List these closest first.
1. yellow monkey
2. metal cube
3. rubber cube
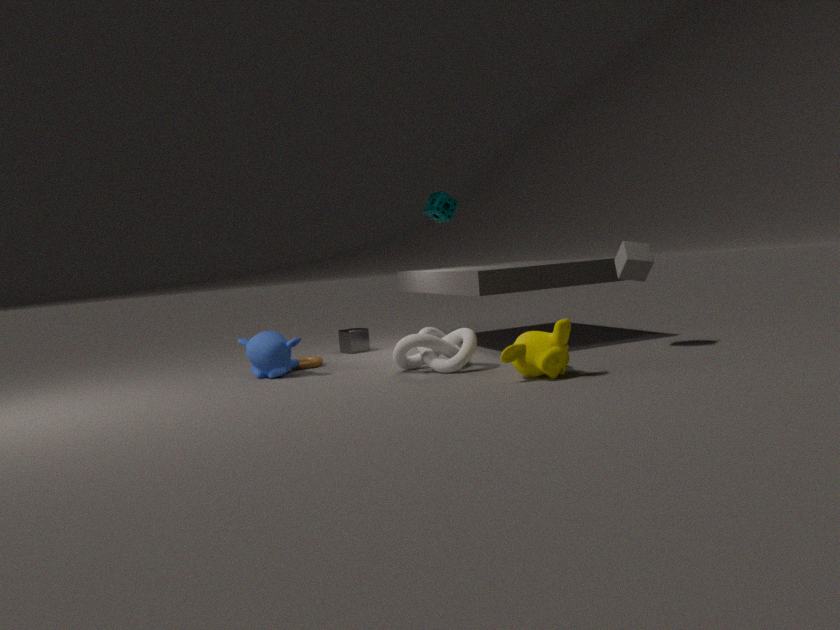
yellow monkey, rubber cube, metal cube
